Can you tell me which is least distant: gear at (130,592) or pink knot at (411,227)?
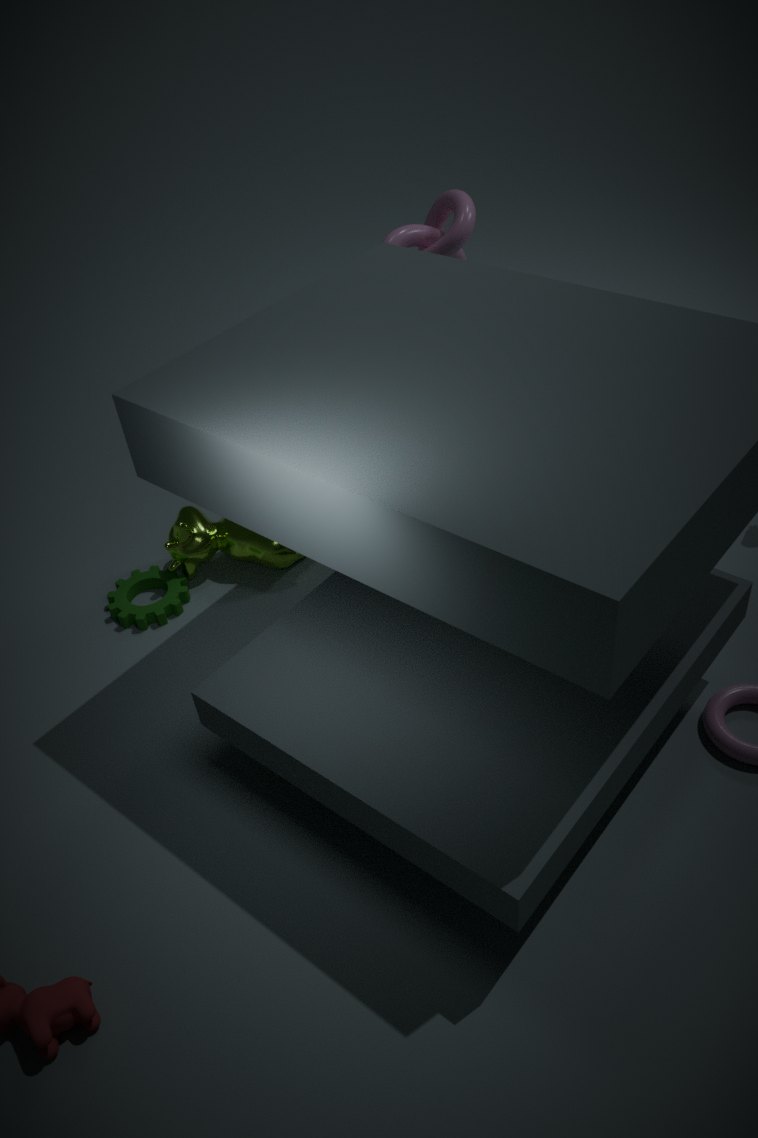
gear at (130,592)
